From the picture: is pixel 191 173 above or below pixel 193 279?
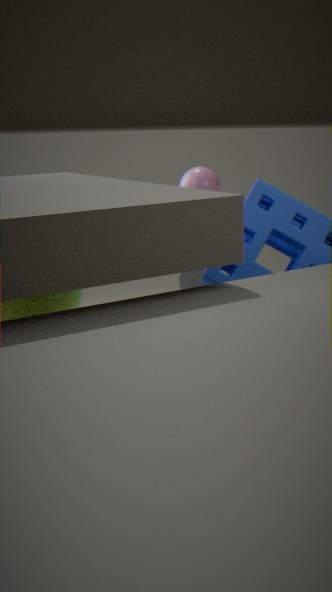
above
